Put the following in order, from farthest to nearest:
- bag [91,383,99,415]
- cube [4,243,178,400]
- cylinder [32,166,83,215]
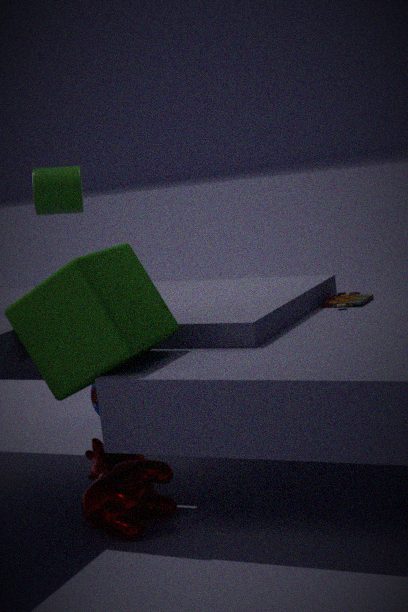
bag [91,383,99,415] < cylinder [32,166,83,215] < cube [4,243,178,400]
